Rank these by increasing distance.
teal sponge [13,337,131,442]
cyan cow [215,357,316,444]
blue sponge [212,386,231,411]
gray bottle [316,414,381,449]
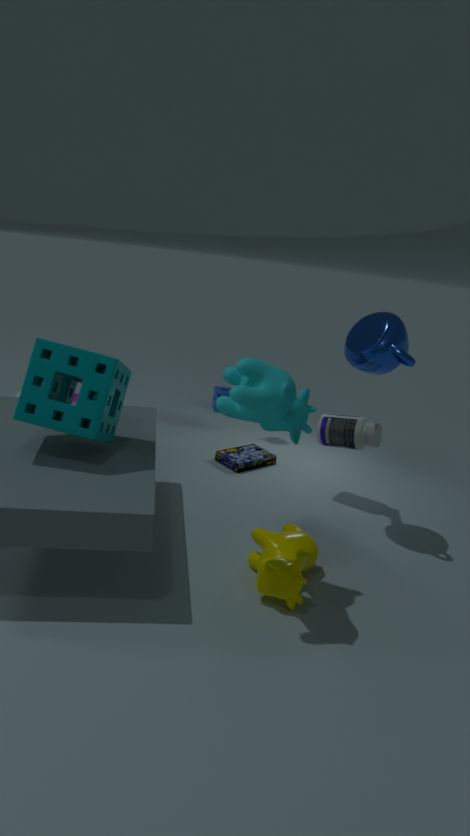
cyan cow [215,357,316,444] < teal sponge [13,337,131,442] < gray bottle [316,414,381,449] < blue sponge [212,386,231,411]
